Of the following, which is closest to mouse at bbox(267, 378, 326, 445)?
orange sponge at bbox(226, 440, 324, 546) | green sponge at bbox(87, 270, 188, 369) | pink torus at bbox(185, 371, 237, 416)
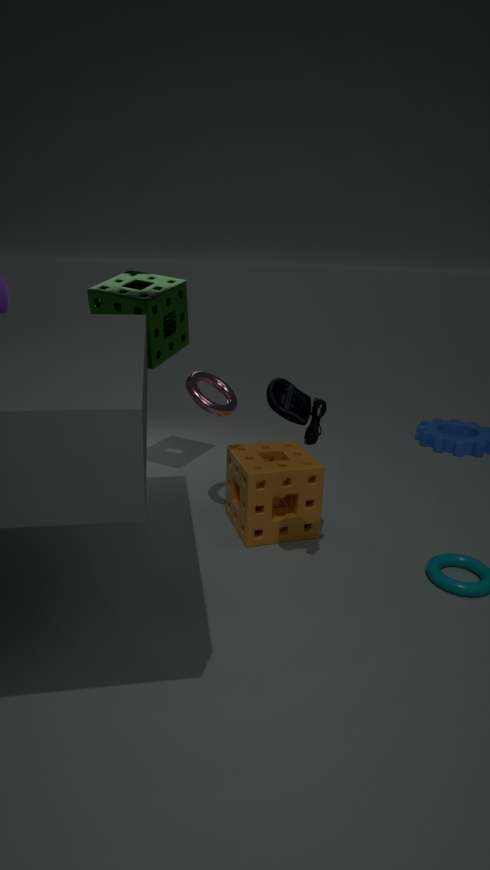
orange sponge at bbox(226, 440, 324, 546)
